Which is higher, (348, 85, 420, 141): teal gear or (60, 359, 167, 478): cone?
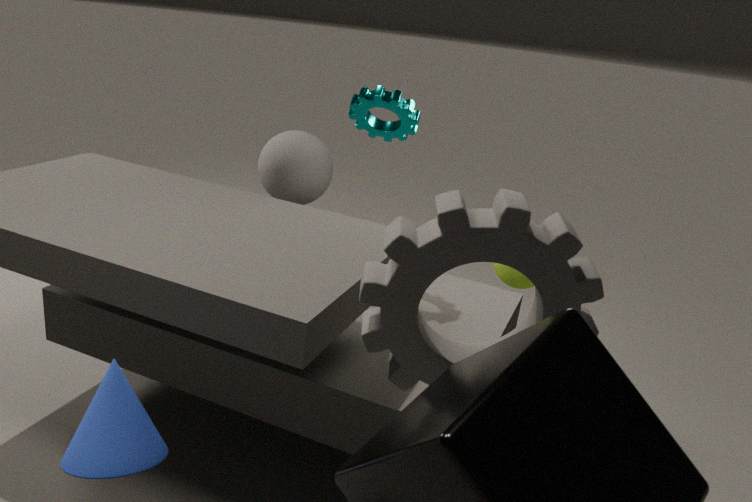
(348, 85, 420, 141): teal gear
